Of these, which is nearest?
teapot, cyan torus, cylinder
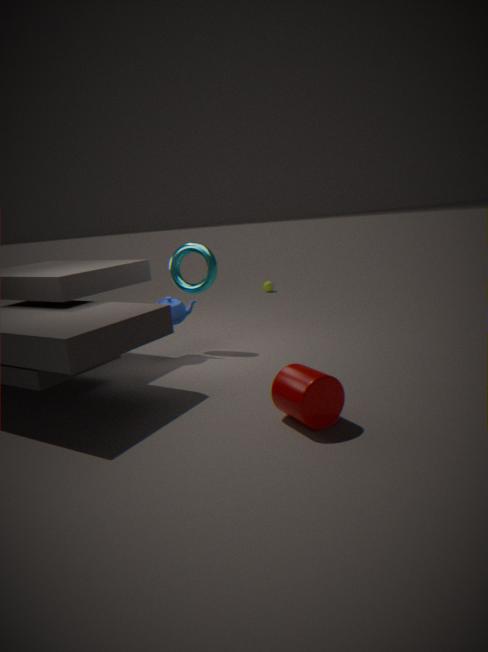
cylinder
